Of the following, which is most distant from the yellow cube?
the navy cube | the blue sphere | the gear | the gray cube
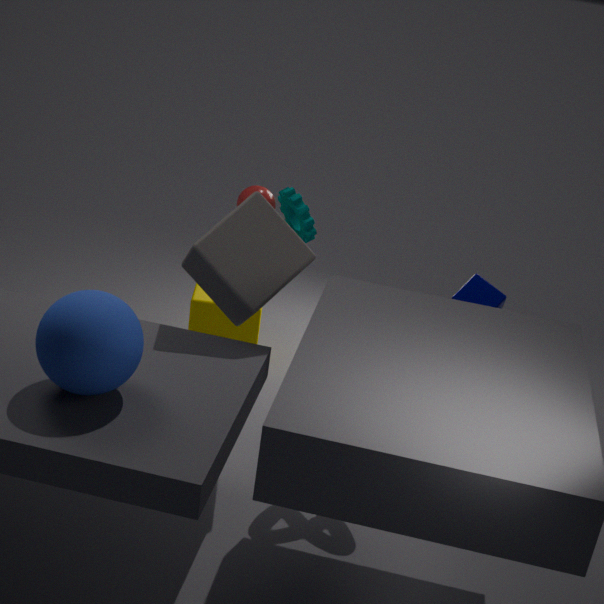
the blue sphere
